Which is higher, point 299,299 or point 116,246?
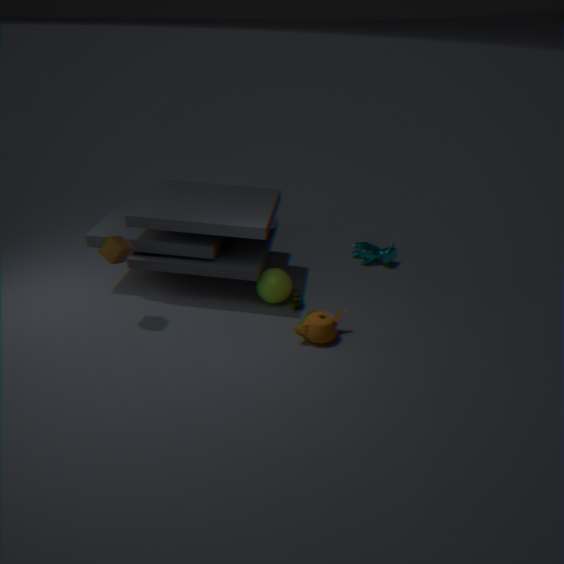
point 116,246
